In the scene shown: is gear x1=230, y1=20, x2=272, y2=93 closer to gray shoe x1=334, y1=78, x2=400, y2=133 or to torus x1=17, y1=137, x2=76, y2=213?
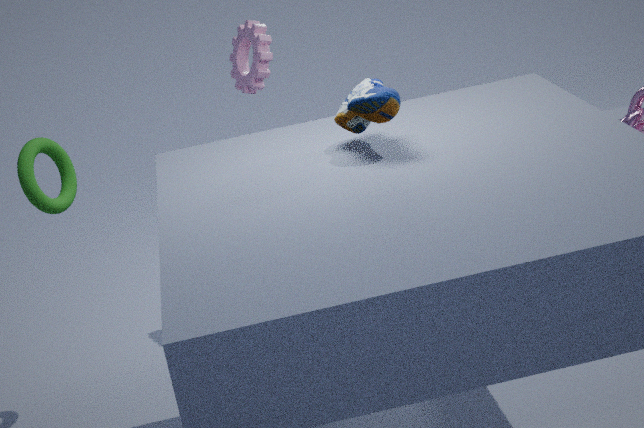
torus x1=17, y1=137, x2=76, y2=213
